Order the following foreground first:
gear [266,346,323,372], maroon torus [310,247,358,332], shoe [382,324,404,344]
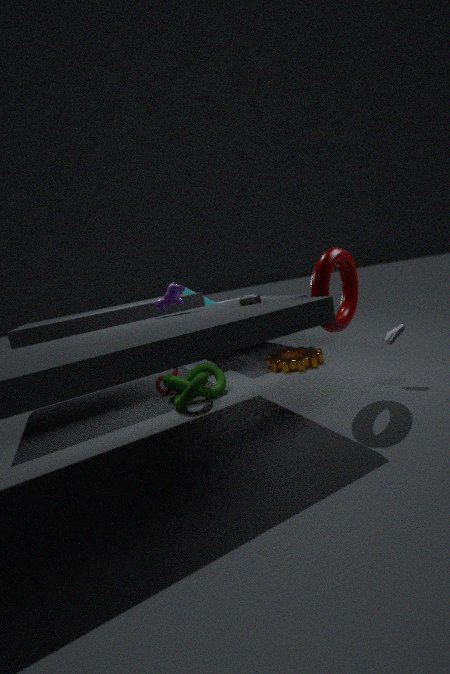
maroon torus [310,247,358,332] → shoe [382,324,404,344] → gear [266,346,323,372]
